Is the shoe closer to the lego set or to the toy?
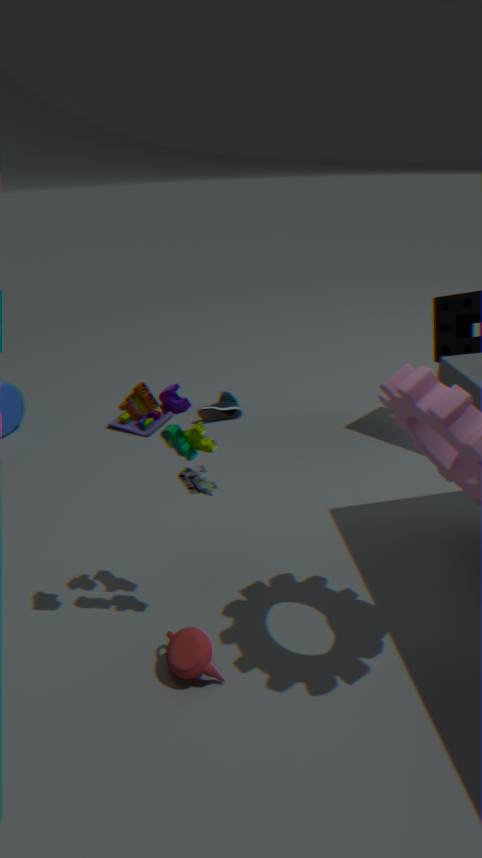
the toy
